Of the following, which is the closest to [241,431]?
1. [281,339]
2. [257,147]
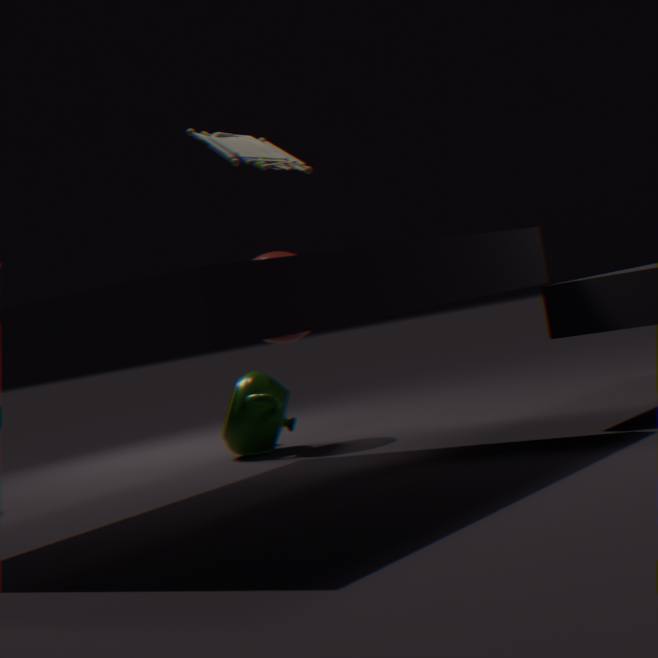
[281,339]
